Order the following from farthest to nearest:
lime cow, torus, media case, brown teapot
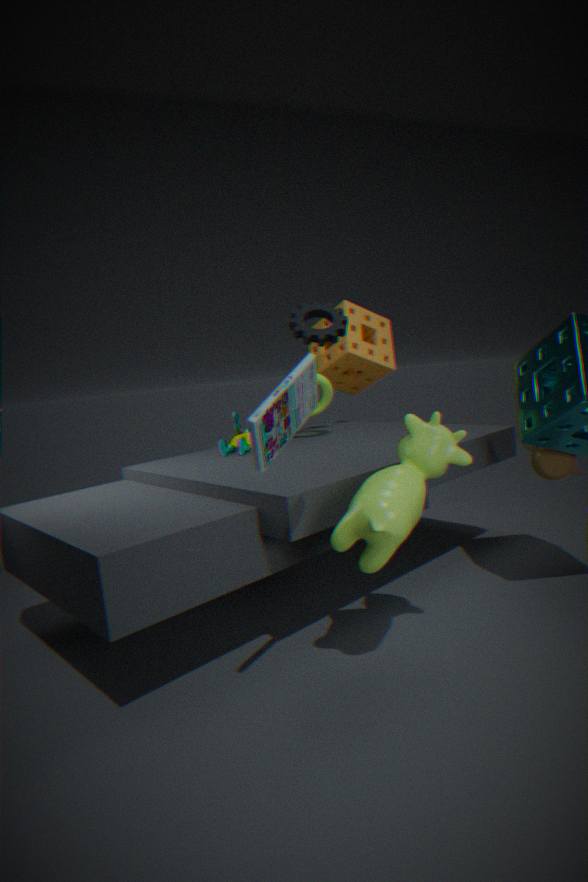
torus < brown teapot < lime cow < media case
